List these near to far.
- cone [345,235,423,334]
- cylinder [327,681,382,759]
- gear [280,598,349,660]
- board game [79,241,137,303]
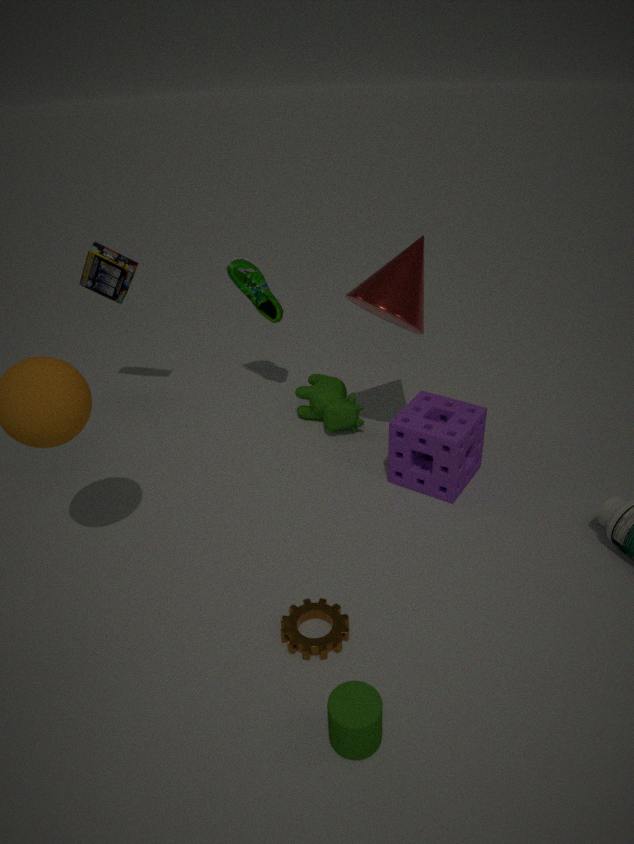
cylinder [327,681,382,759] → gear [280,598,349,660] → cone [345,235,423,334] → board game [79,241,137,303]
